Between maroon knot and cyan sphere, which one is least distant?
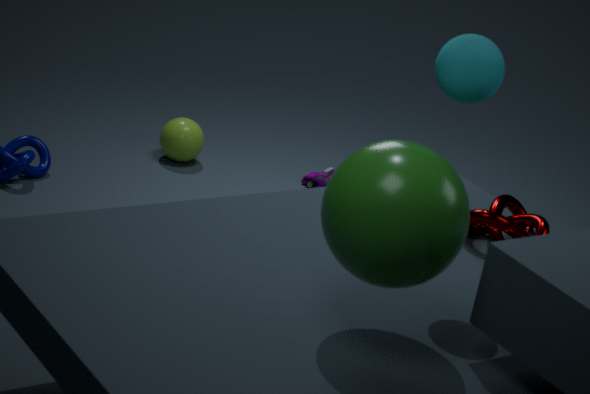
cyan sphere
